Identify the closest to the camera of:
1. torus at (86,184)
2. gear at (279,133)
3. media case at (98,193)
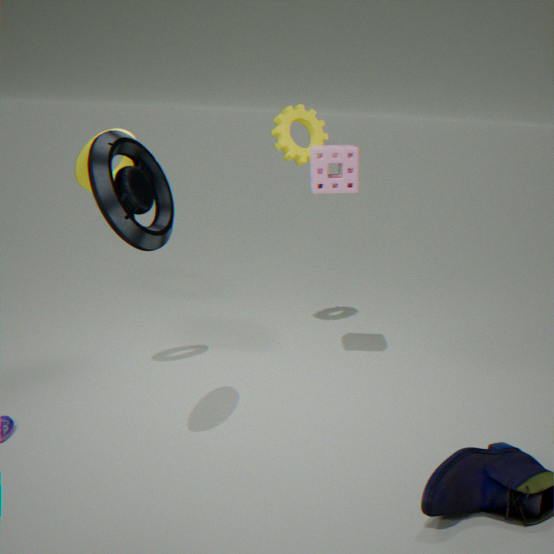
media case at (98,193)
